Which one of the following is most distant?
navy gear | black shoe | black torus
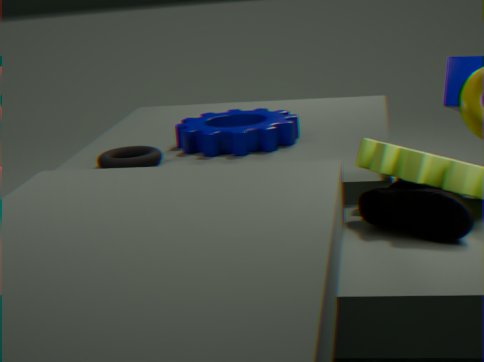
navy gear
